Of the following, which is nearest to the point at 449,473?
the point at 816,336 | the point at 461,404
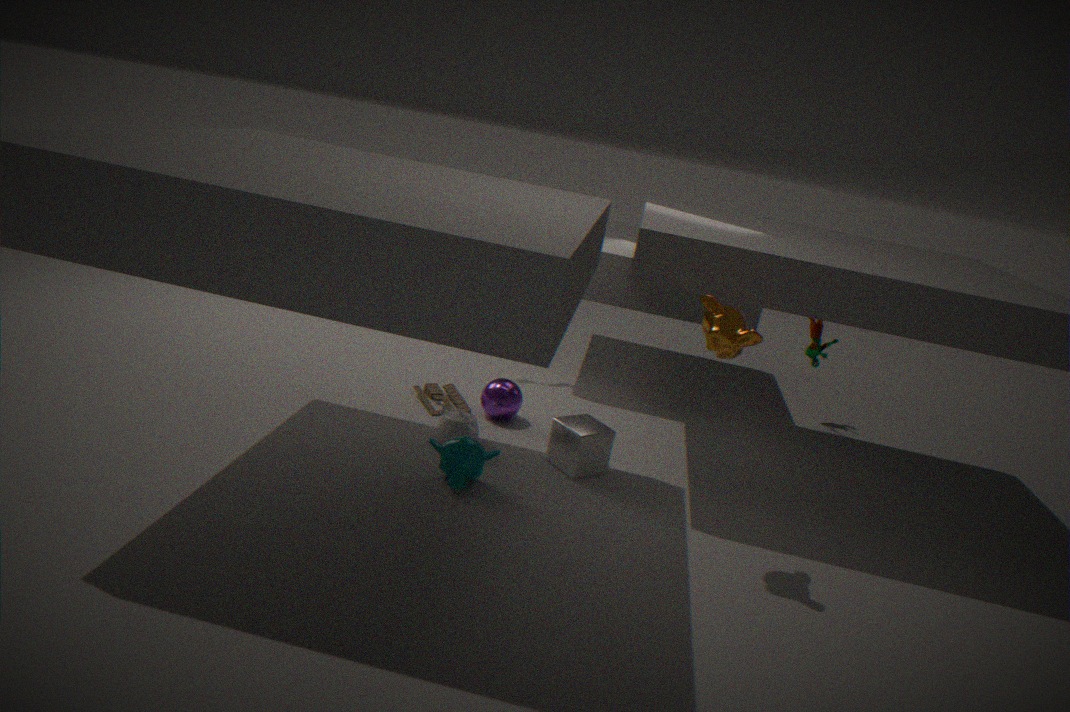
the point at 461,404
